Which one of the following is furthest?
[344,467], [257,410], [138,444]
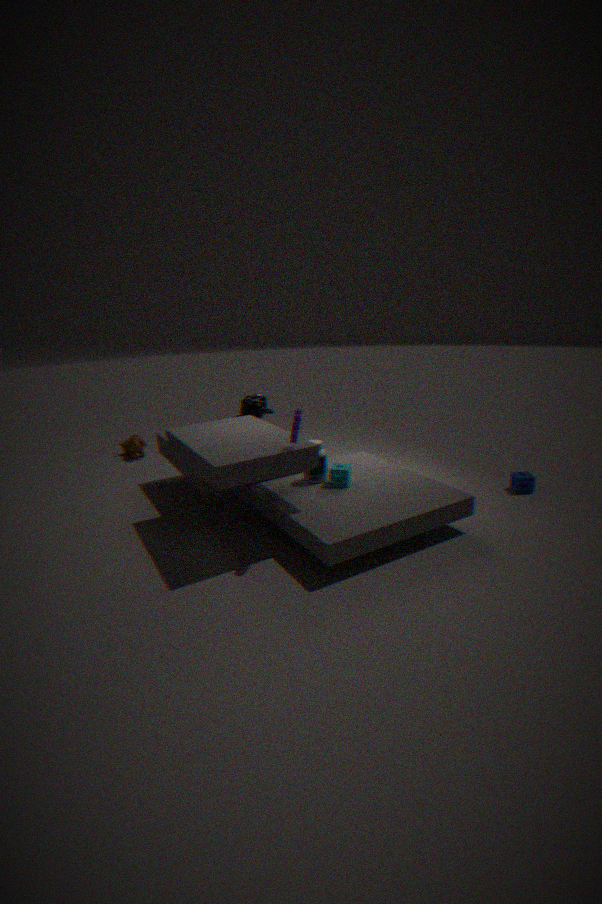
[138,444]
